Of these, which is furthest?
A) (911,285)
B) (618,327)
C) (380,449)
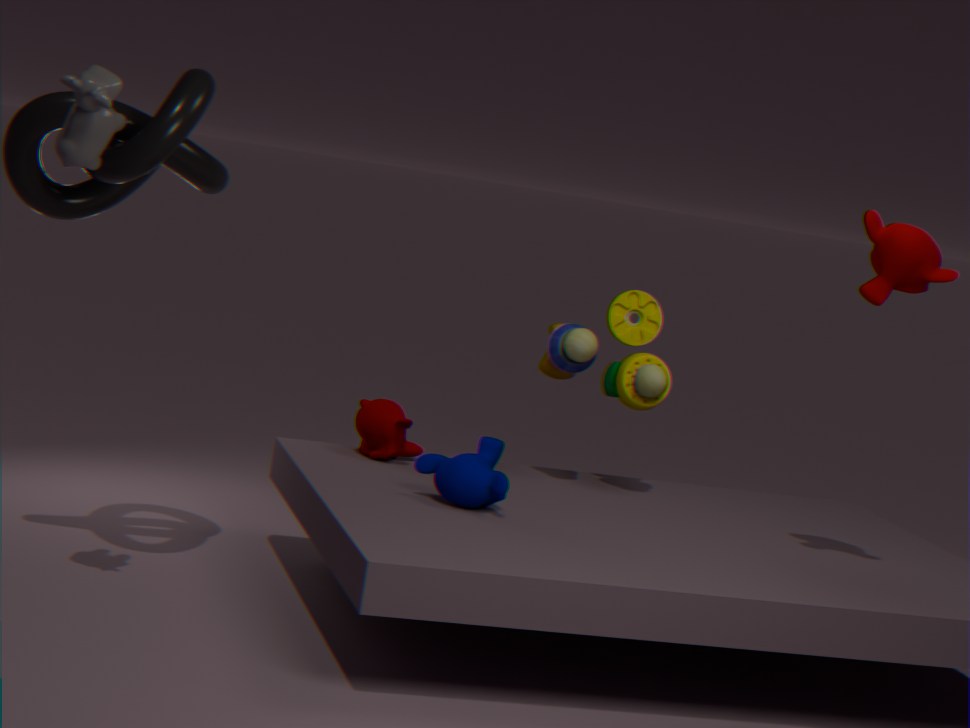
(618,327)
